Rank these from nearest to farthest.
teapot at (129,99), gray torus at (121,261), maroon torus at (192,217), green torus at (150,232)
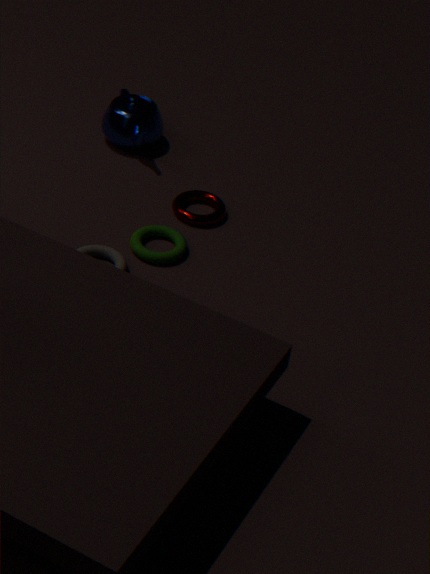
gray torus at (121,261) → green torus at (150,232) → maroon torus at (192,217) → teapot at (129,99)
